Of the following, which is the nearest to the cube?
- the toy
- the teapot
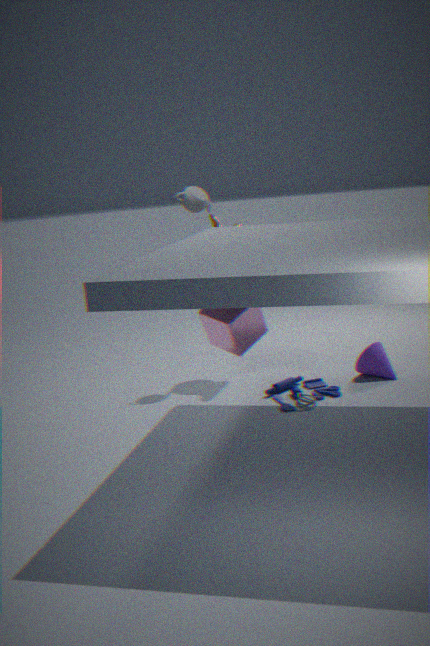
the toy
